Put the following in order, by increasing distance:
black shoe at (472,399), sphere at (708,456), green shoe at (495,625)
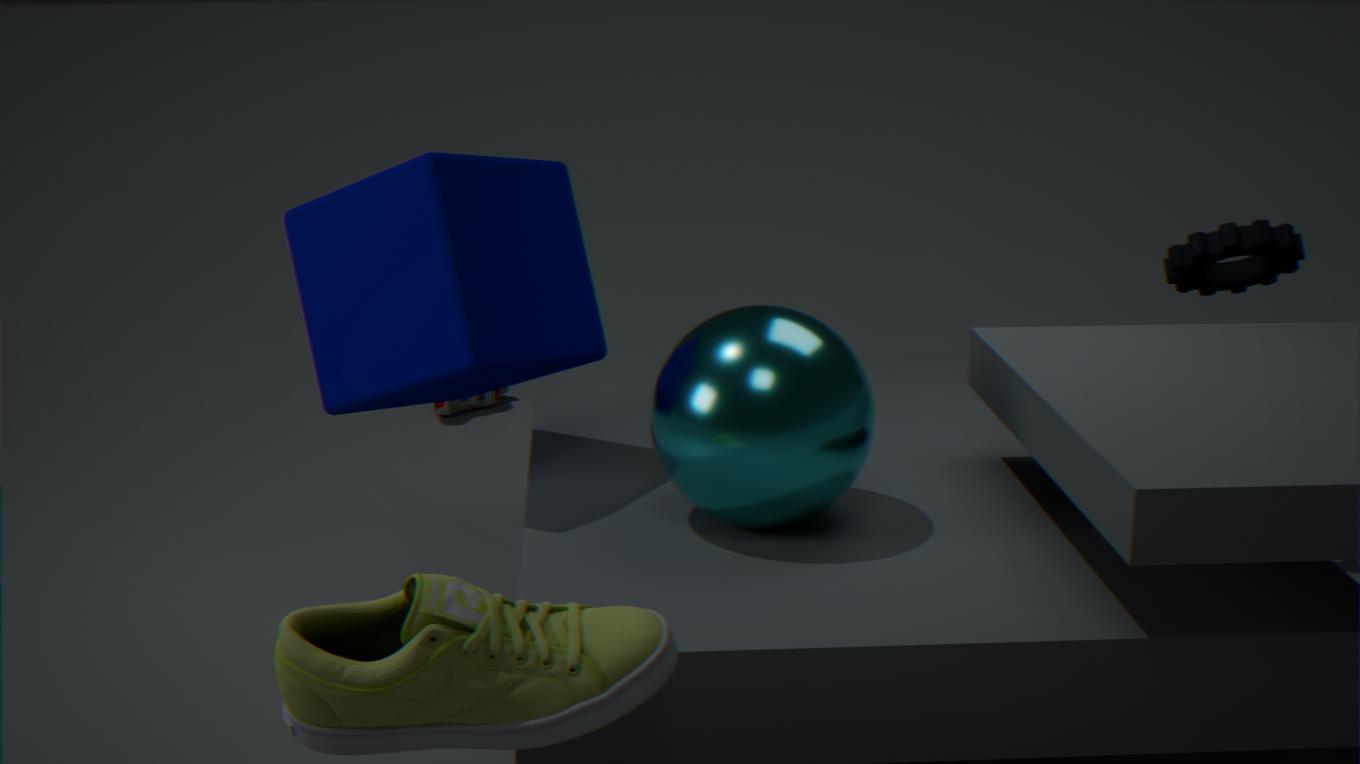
green shoe at (495,625)
sphere at (708,456)
black shoe at (472,399)
